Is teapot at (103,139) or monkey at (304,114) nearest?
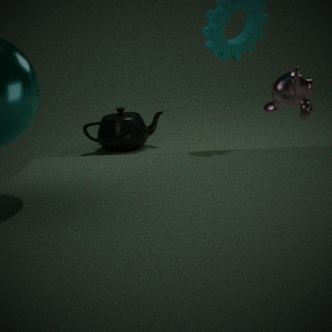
monkey at (304,114)
